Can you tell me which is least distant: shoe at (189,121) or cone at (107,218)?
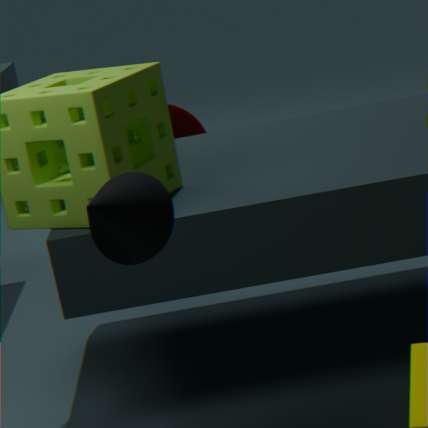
cone at (107,218)
